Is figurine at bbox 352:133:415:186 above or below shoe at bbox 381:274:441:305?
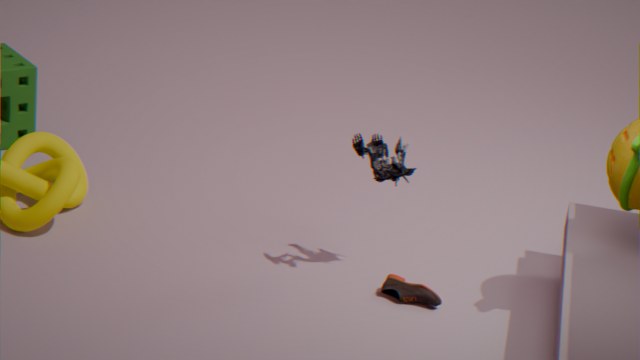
above
